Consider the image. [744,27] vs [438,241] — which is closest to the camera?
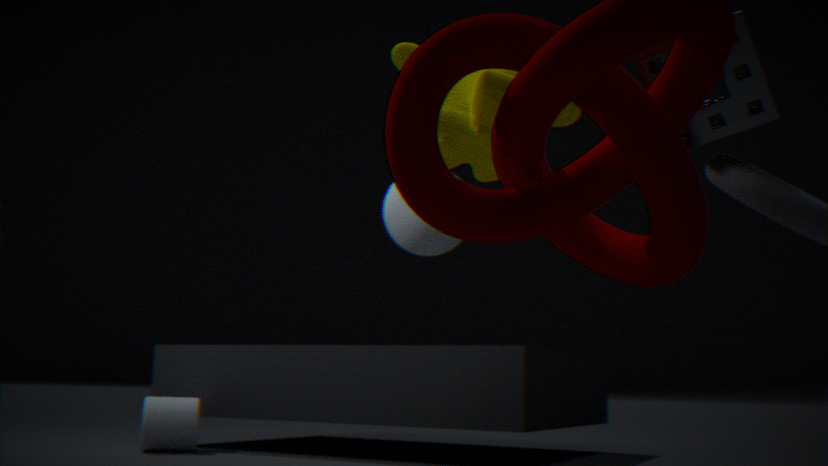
[744,27]
